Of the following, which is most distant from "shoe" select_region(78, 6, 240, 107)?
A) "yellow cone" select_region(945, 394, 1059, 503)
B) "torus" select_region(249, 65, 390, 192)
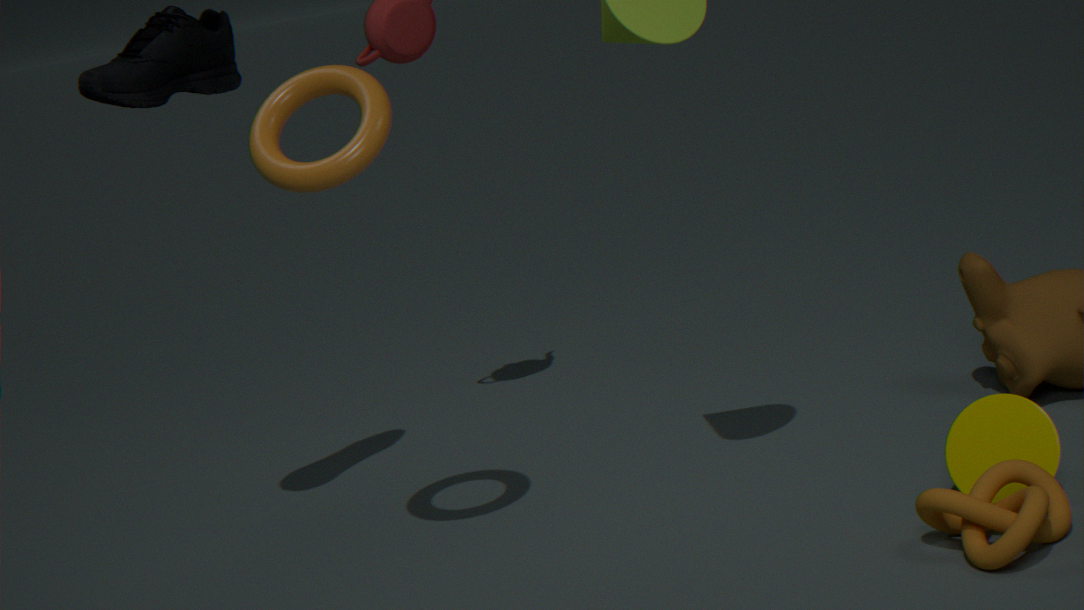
"yellow cone" select_region(945, 394, 1059, 503)
